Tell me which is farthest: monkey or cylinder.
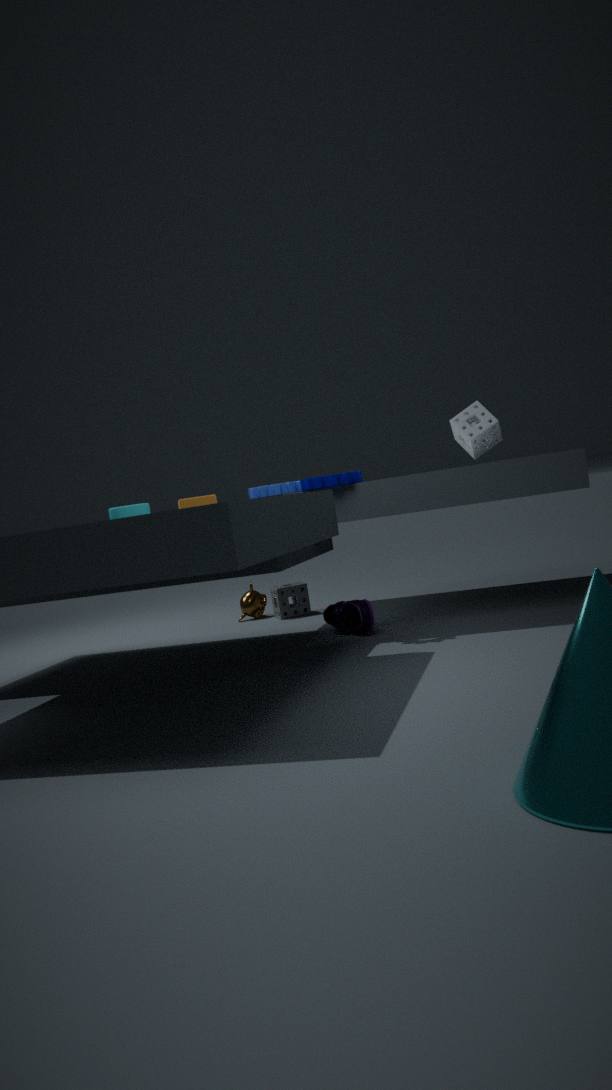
monkey
